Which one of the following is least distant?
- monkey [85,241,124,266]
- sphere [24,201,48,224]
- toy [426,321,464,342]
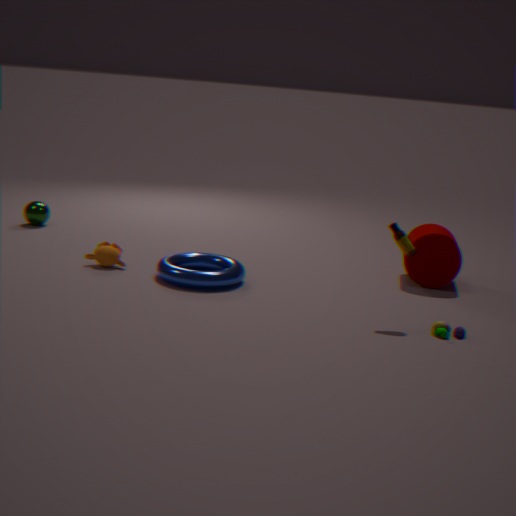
toy [426,321,464,342]
